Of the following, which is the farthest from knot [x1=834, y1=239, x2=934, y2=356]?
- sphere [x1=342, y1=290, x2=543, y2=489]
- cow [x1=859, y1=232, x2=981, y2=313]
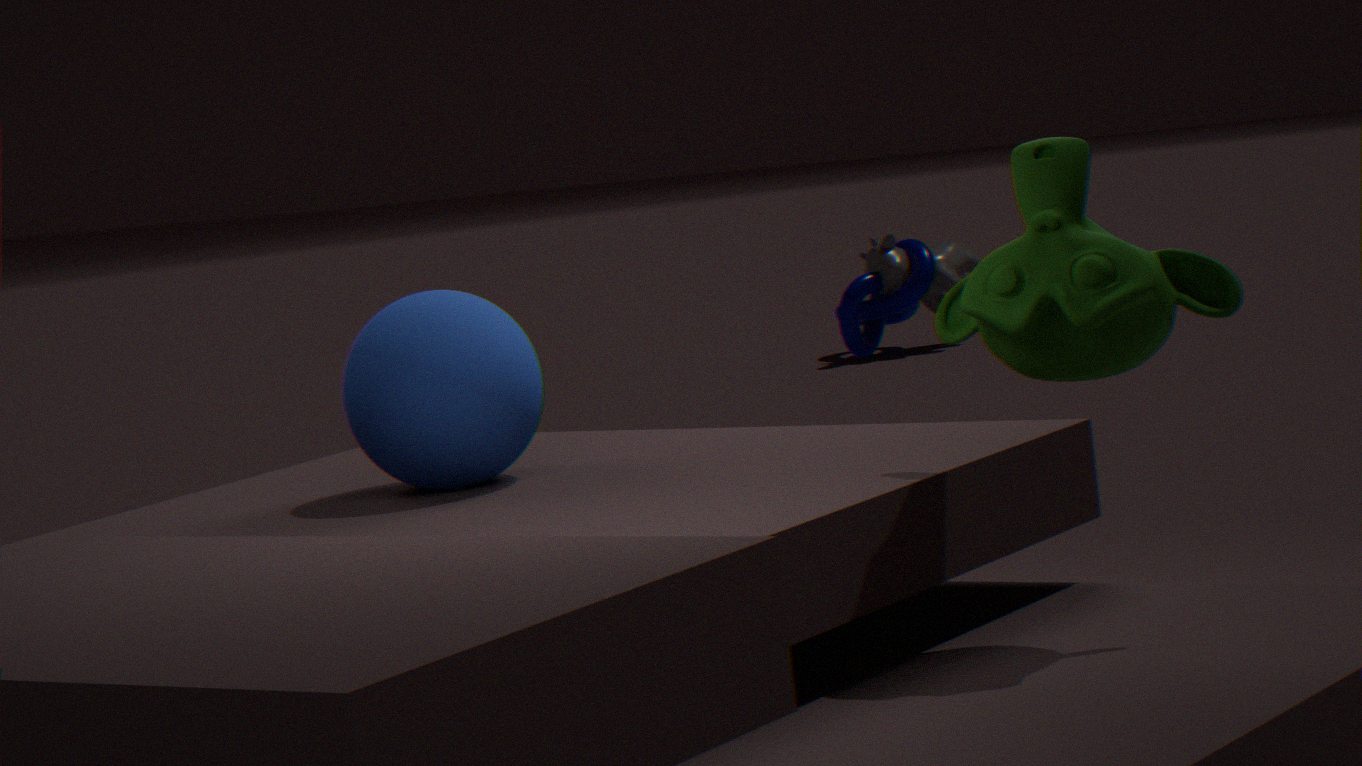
sphere [x1=342, y1=290, x2=543, y2=489]
